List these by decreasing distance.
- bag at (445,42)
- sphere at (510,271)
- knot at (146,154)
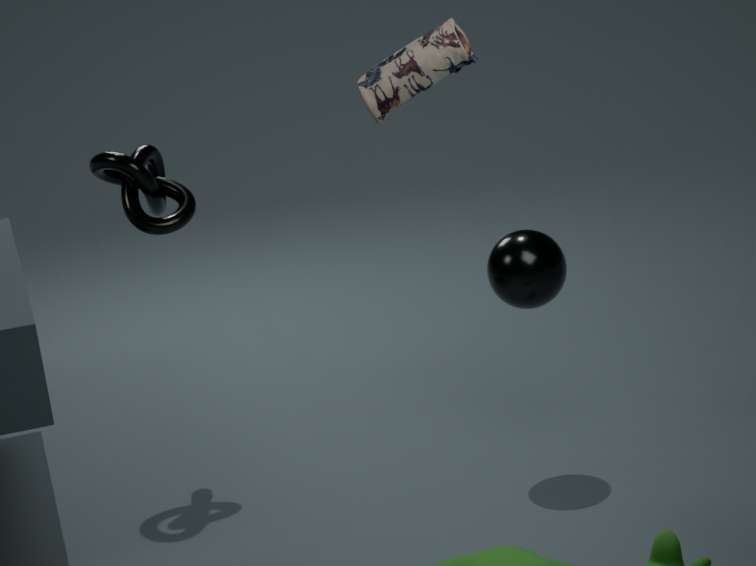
knot at (146,154) < sphere at (510,271) < bag at (445,42)
